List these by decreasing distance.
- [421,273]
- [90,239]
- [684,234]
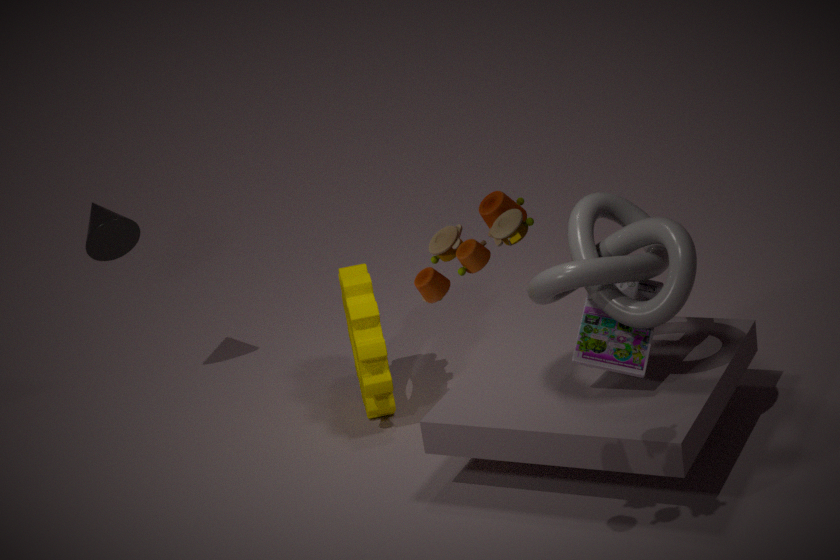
[90,239] < [684,234] < [421,273]
